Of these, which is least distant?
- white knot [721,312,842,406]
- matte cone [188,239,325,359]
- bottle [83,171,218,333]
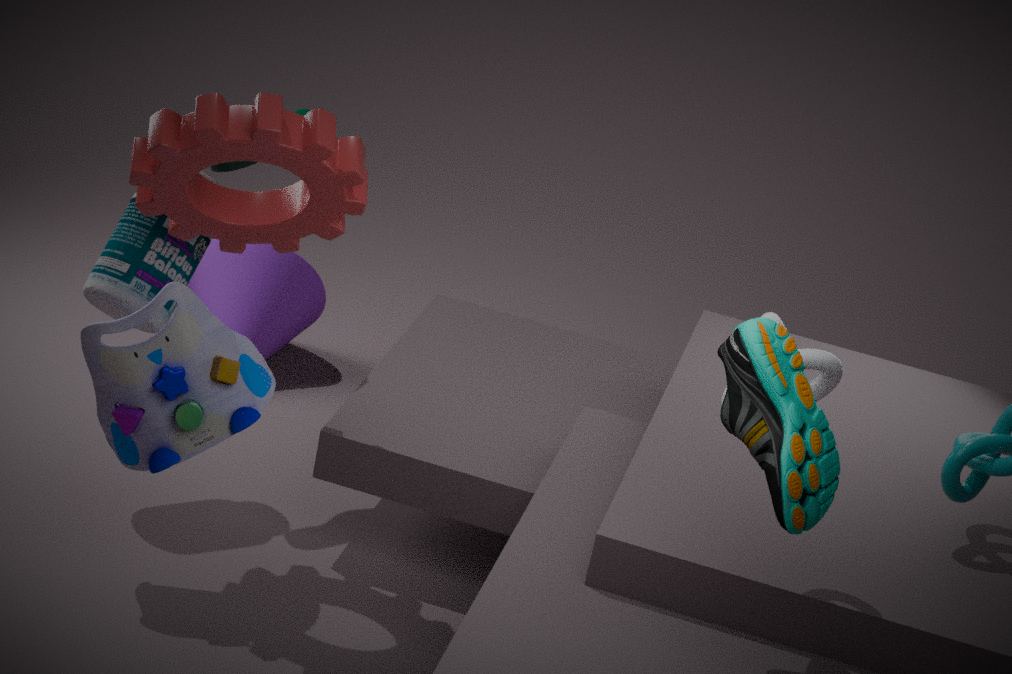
white knot [721,312,842,406]
